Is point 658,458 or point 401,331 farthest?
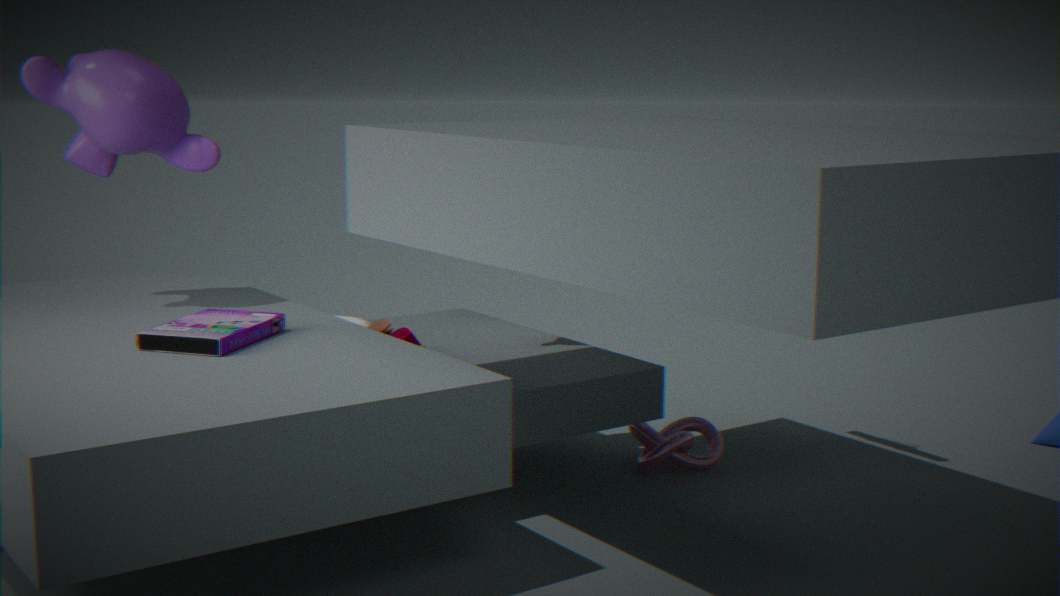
point 658,458
